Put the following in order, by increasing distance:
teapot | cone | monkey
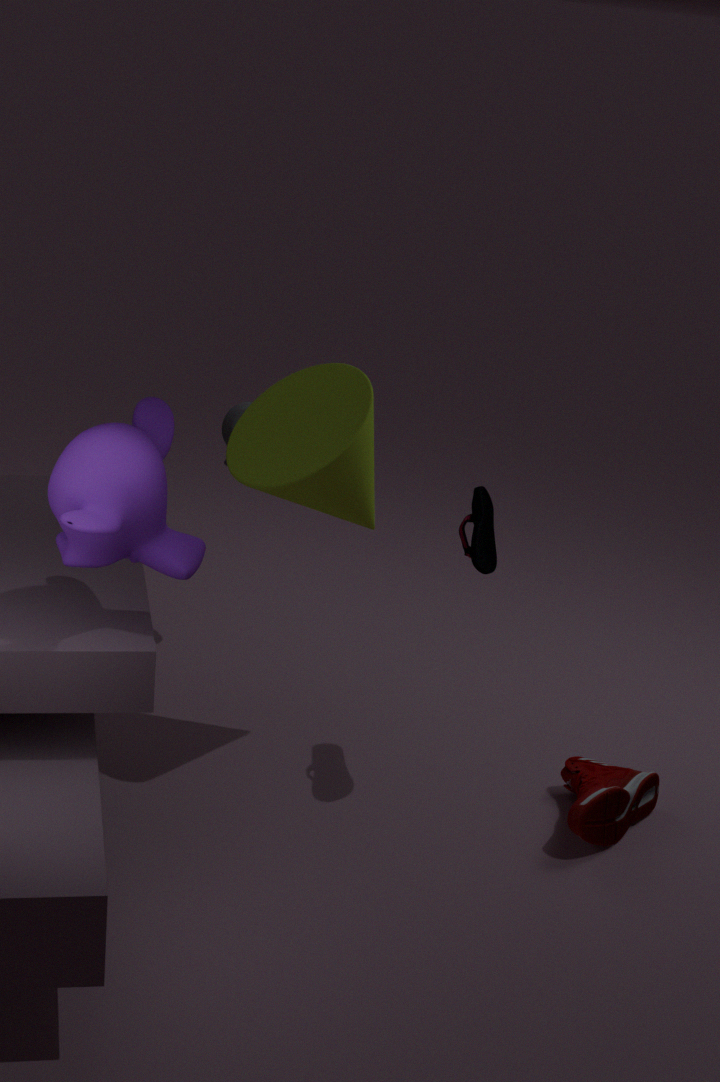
monkey
cone
teapot
